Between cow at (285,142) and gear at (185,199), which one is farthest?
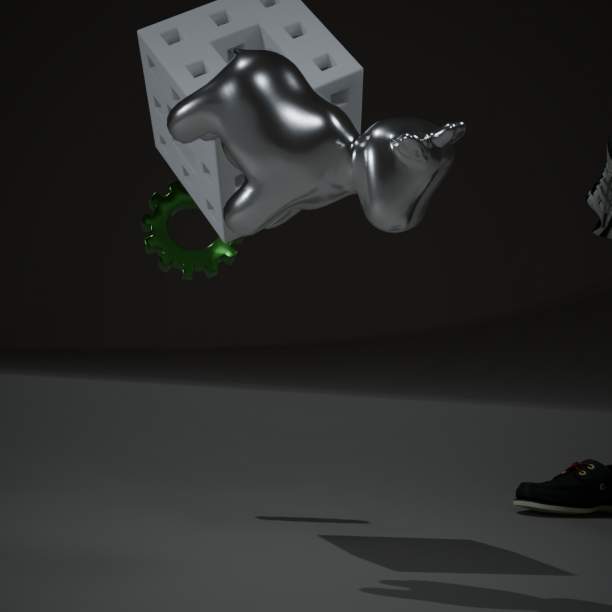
gear at (185,199)
